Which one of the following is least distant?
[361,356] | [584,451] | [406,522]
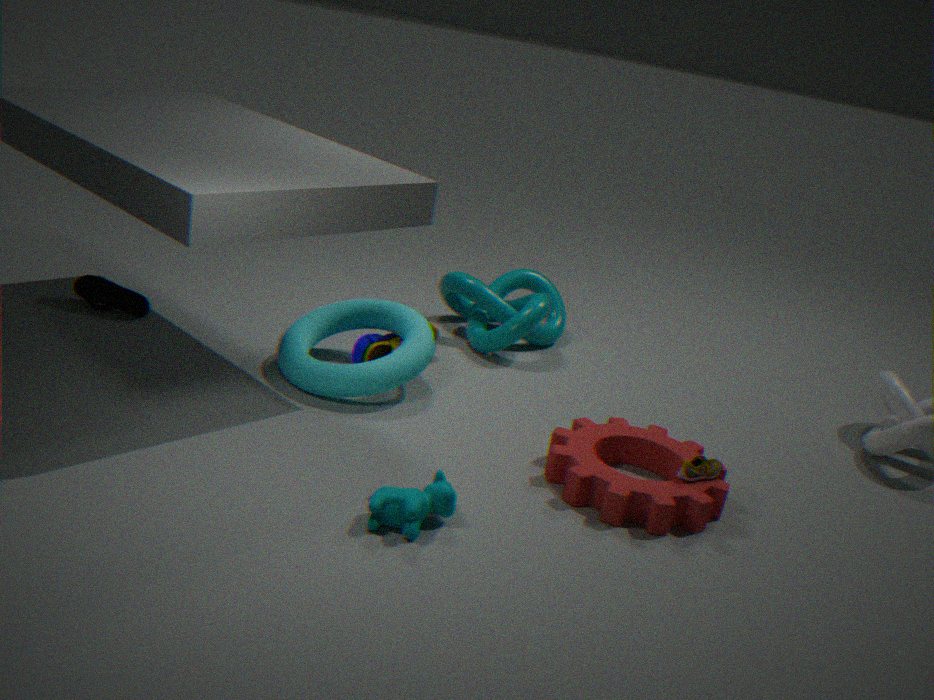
[406,522]
